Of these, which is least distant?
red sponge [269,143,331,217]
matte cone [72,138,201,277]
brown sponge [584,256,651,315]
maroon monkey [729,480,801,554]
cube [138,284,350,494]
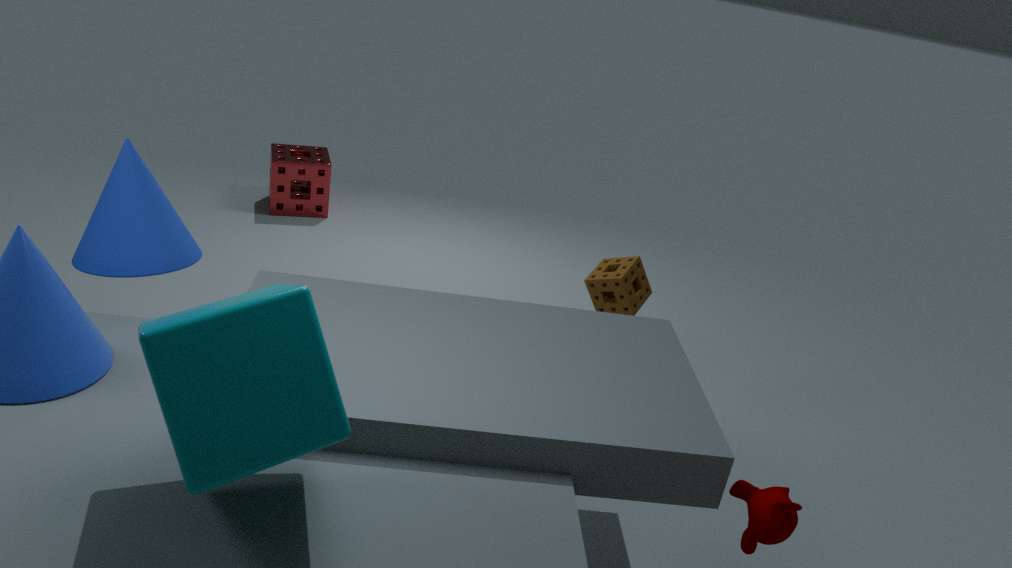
cube [138,284,350,494]
